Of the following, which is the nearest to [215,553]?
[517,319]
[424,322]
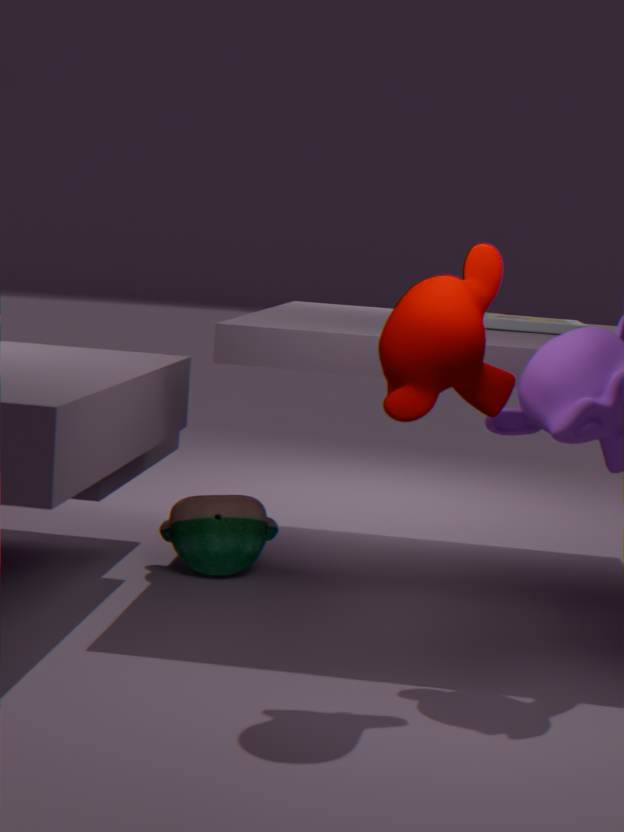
[517,319]
